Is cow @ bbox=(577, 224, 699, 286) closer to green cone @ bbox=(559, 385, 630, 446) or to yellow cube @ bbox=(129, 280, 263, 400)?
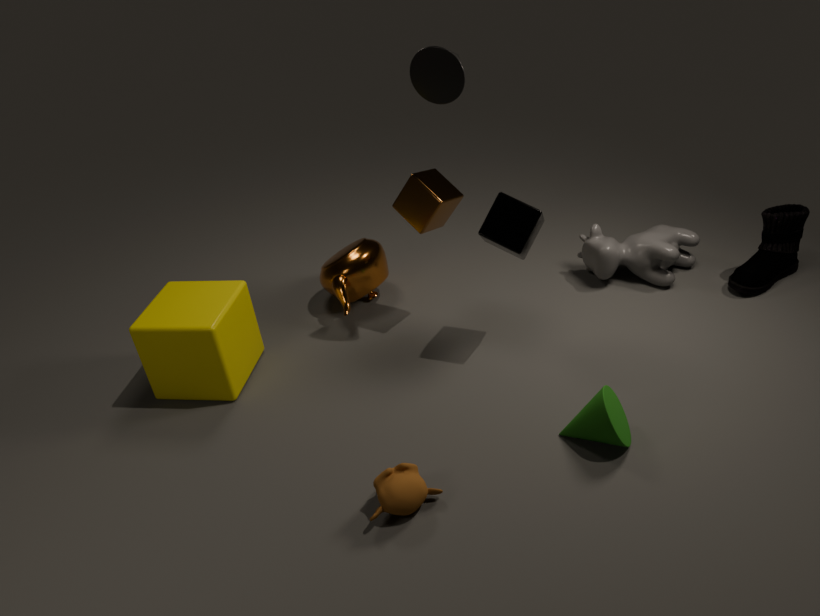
green cone @ bbox=(559, 385, 630, 446)
